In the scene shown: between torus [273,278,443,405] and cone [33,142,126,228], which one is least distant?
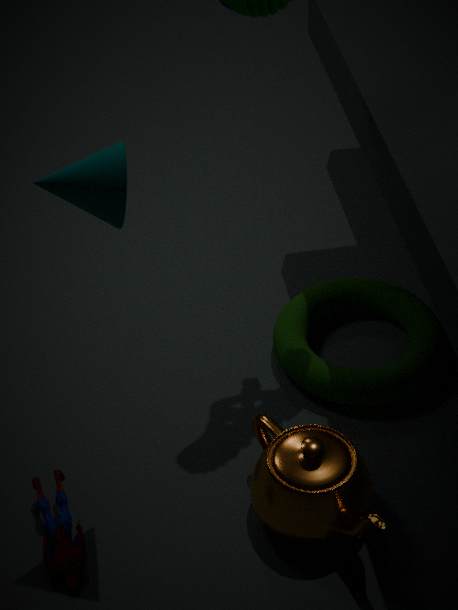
cone [33,142,126,228]
